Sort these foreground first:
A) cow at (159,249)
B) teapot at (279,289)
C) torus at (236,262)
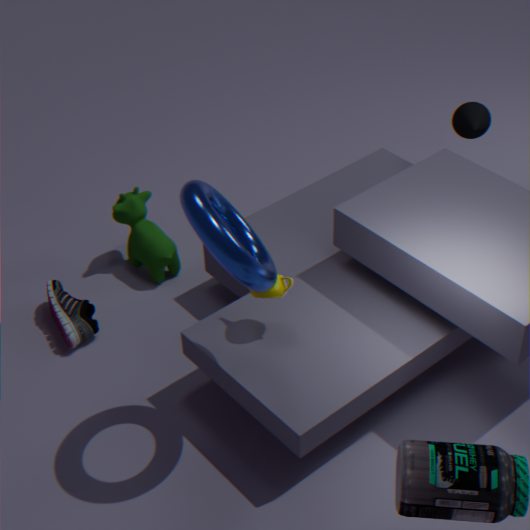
torus at (236,262) → teapot at (279,289) → cow at (159,249)
